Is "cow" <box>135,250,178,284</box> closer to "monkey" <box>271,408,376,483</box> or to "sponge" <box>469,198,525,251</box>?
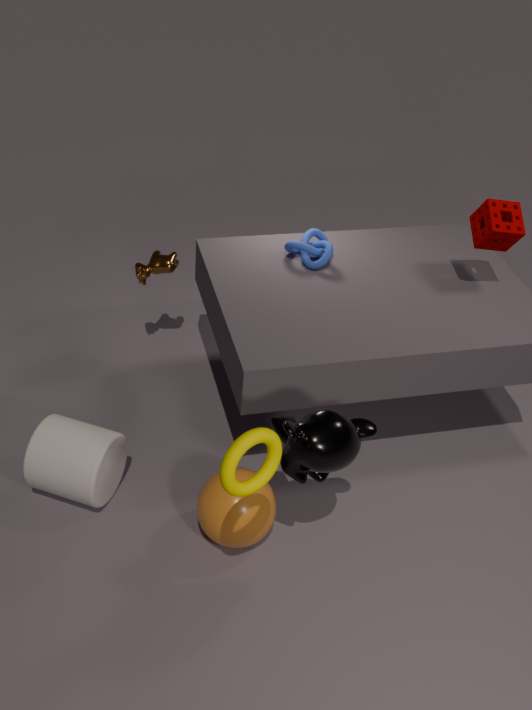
"monkey" <box>271,408,376,483</box>
